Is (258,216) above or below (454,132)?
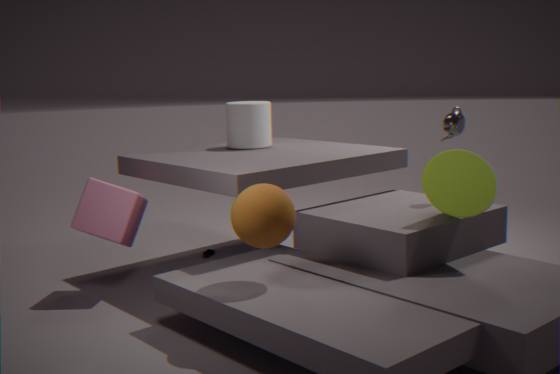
below
